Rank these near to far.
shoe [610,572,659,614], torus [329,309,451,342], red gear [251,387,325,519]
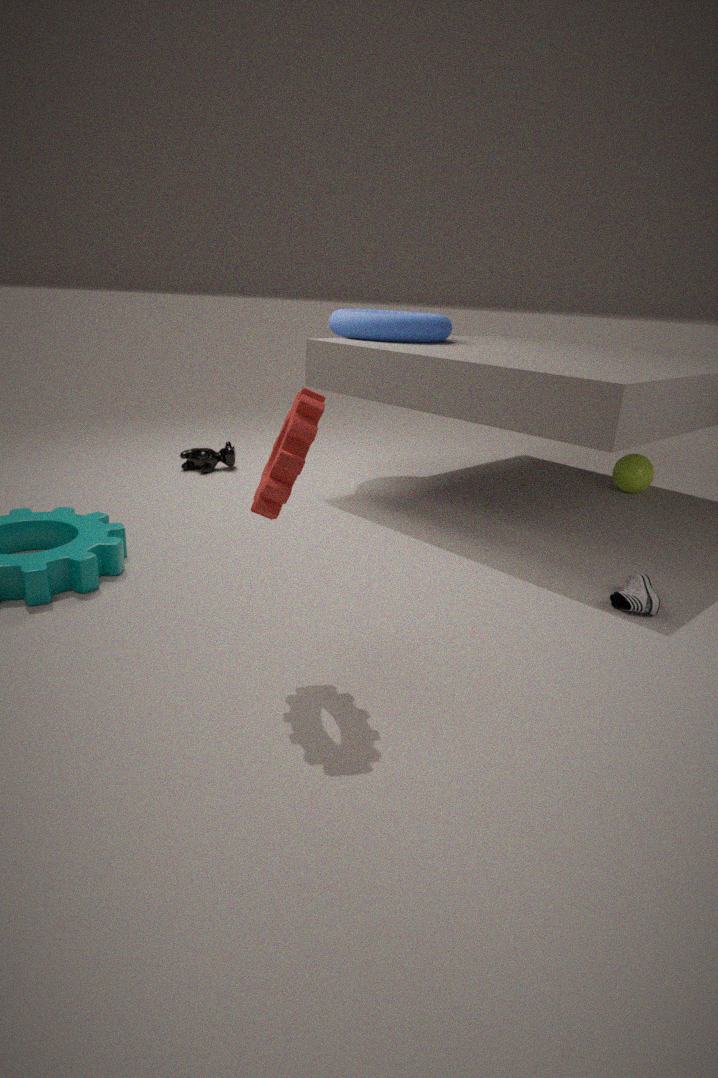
1. red gear [251,387,325,519]
2. shoe [610,572,659,614]
3. torus [329,309,451,342]
